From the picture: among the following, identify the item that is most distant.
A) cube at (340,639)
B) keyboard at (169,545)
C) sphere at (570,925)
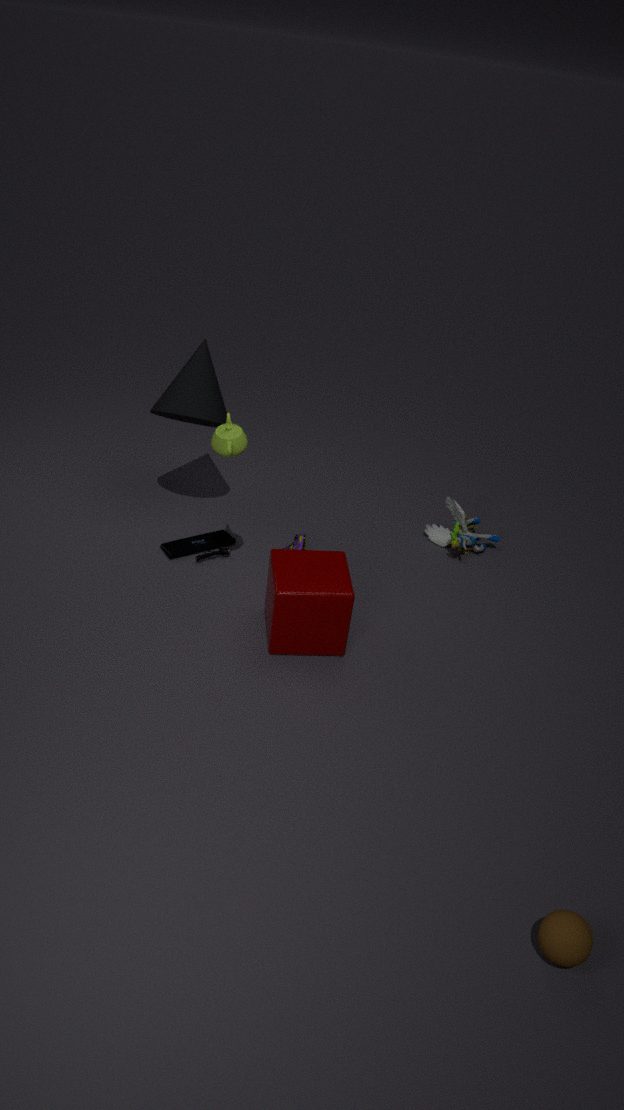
keyboard at (169,545)
